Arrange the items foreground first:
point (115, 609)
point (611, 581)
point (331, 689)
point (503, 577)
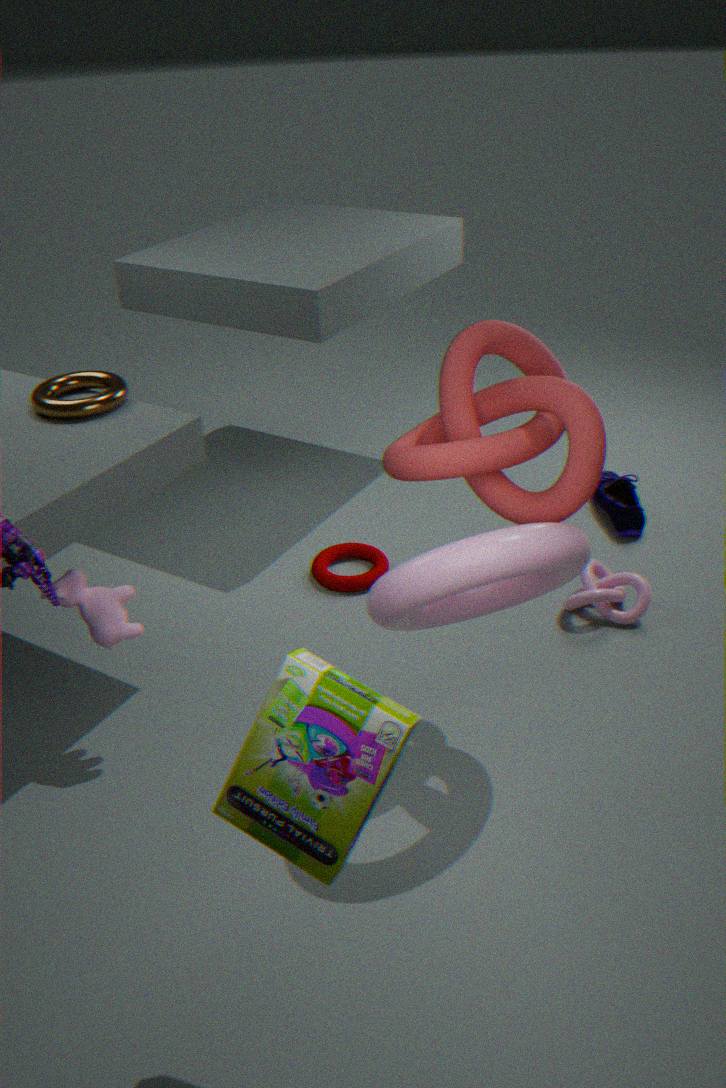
point (331, 689)
point (503, 577)
point (115, 609)
point (611, 581)
